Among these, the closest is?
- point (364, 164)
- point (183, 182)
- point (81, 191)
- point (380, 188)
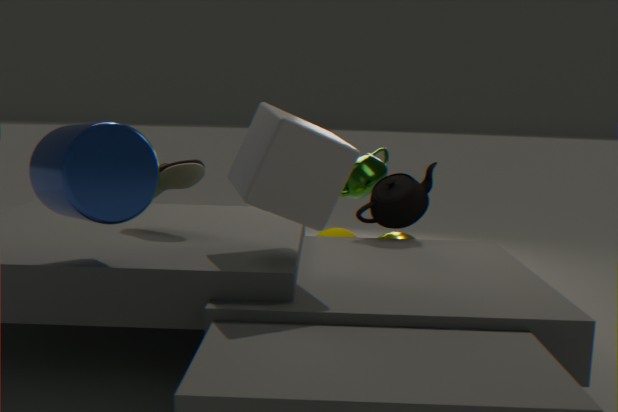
point (81, 191)
